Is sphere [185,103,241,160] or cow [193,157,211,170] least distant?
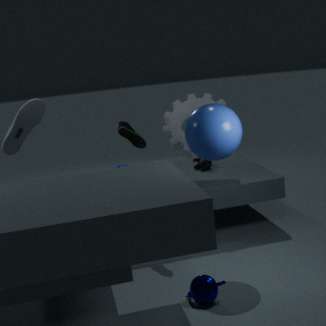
sphere [185,103,241,160]
